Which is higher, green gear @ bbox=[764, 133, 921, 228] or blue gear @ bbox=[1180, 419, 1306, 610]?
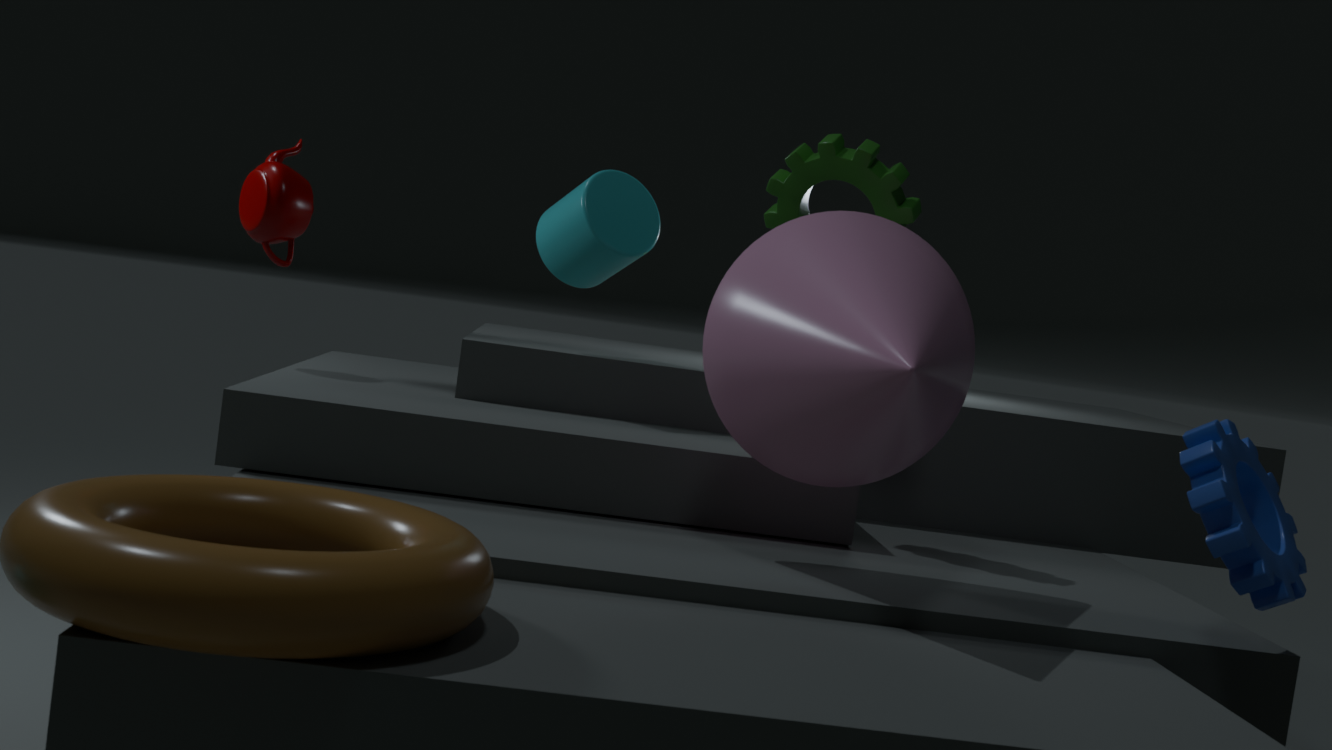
green gear @ bbox=[764, 133, 921, 228]
